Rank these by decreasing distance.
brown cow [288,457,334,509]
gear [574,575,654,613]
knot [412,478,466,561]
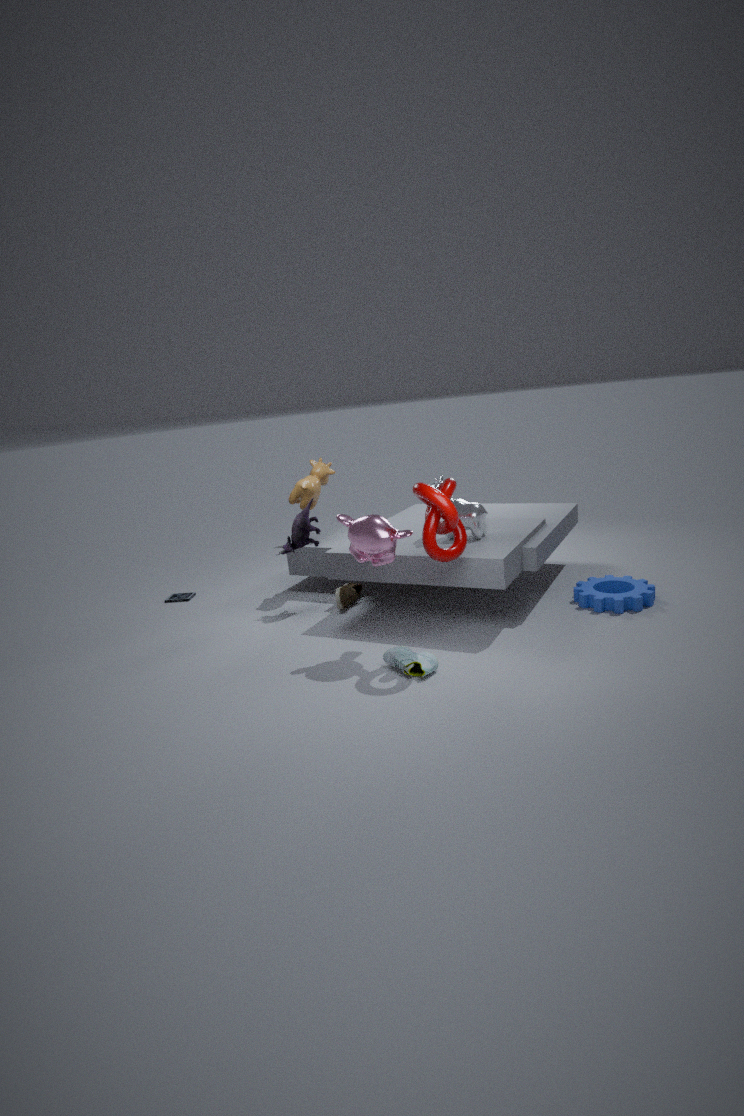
brown cow [288,457,334,509] < gear [574,575,654,613] < knot [412,478,466,561]
